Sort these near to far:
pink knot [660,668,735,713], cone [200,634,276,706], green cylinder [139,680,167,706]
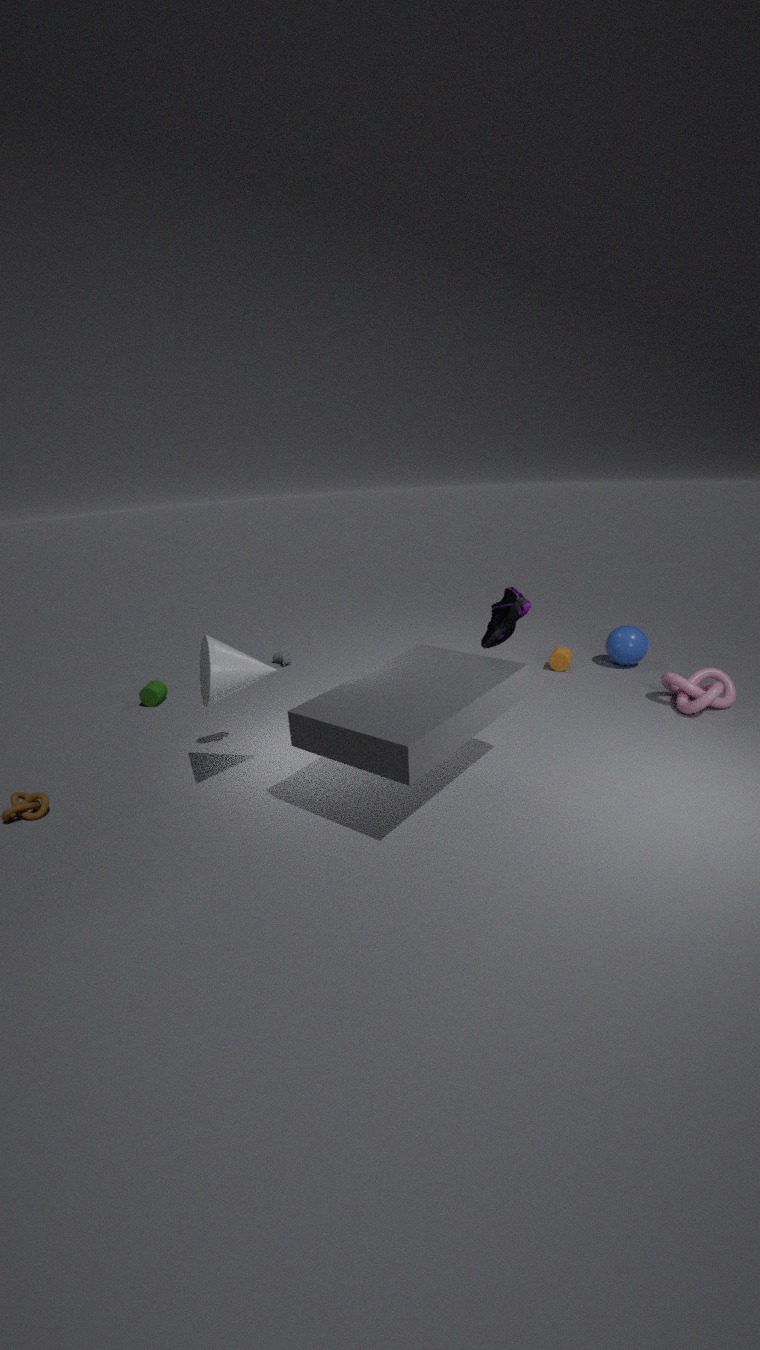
1. cone [200,634,276,706]
2. pink knot [660,668,735,713]
3. green cylinder [139,680,167,706]
